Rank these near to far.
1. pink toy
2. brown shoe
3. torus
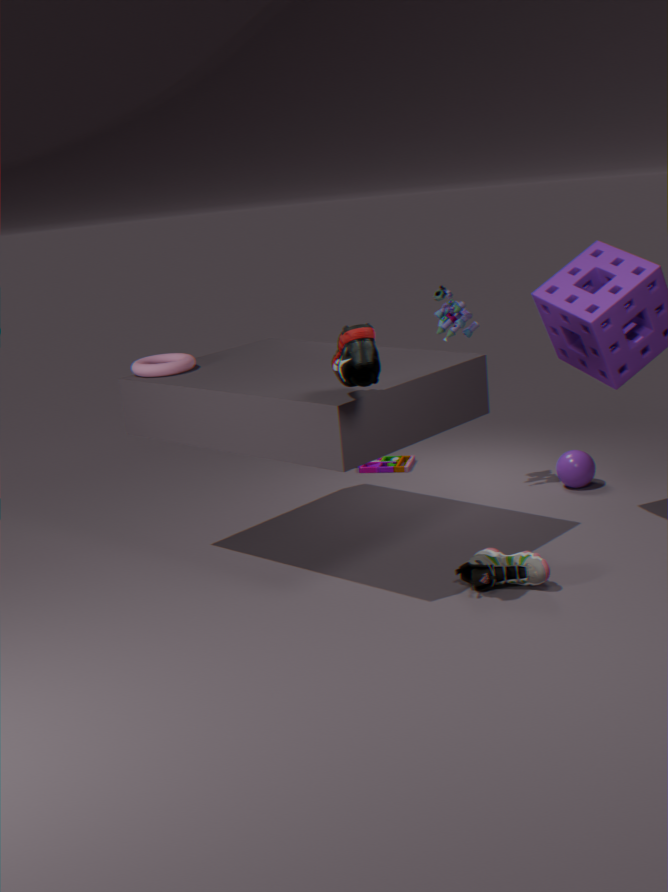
brown shoe → torus → pink toy
